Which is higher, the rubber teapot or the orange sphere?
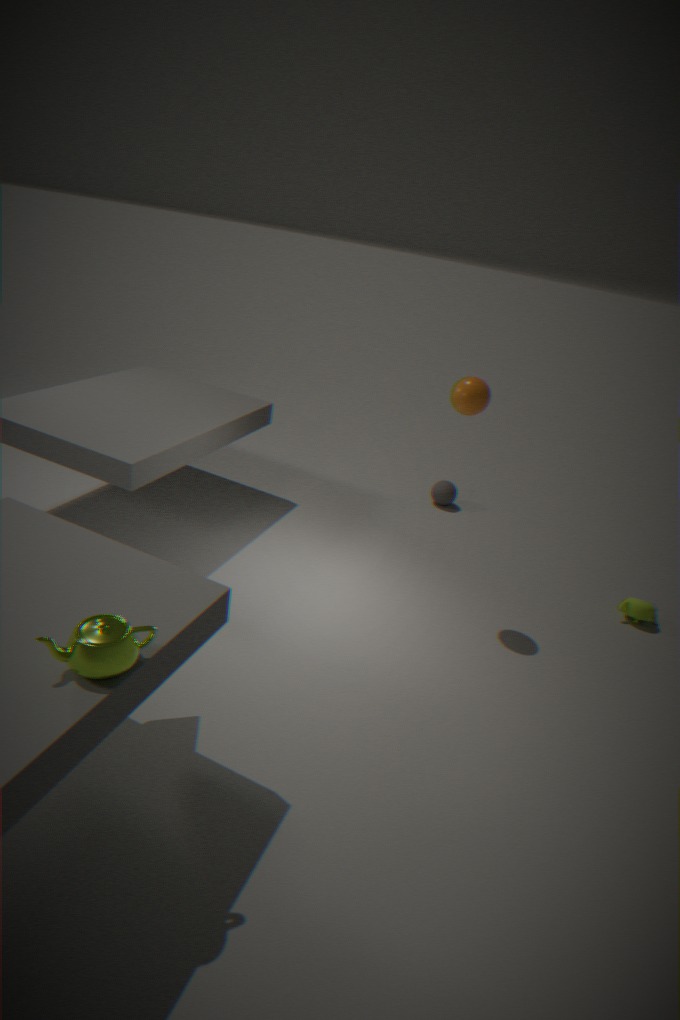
the orange sphere
